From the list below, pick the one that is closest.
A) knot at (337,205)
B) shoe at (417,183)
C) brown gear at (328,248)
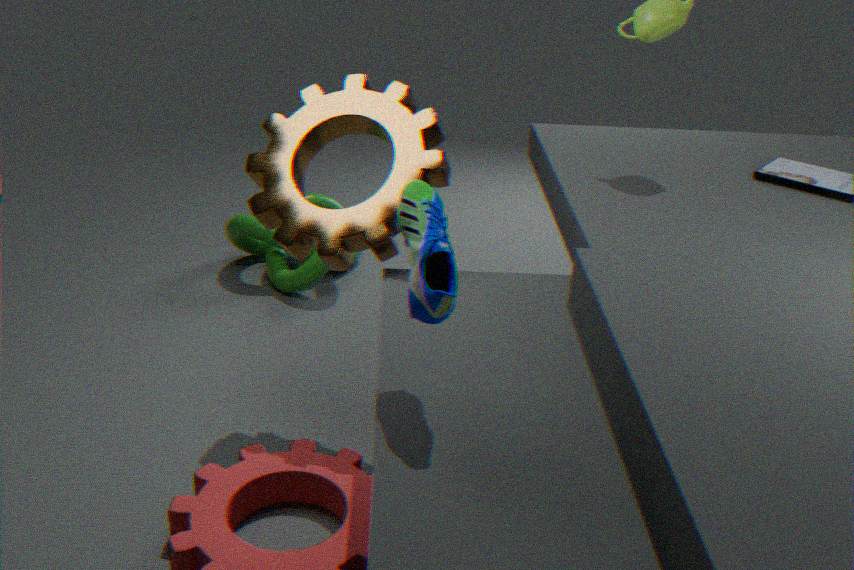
shoe at (417,183)
